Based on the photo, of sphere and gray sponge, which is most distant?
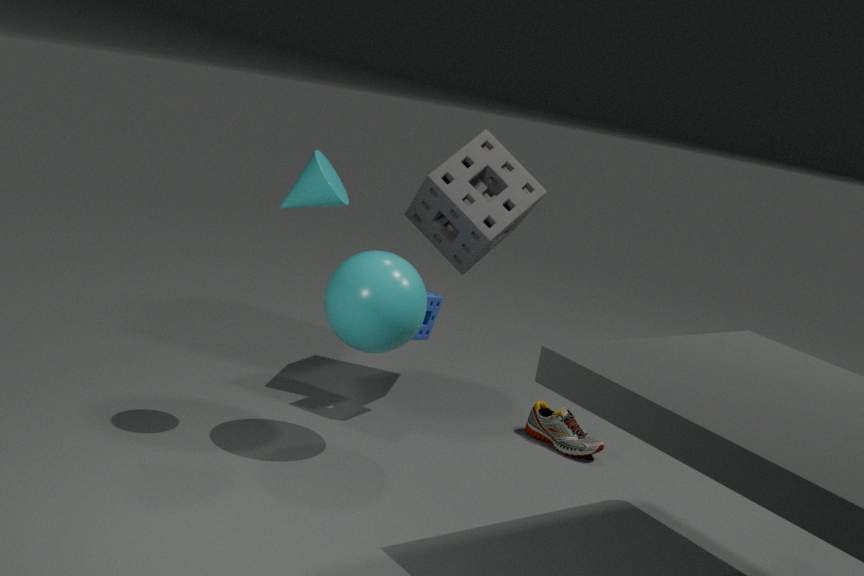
gray sponge
